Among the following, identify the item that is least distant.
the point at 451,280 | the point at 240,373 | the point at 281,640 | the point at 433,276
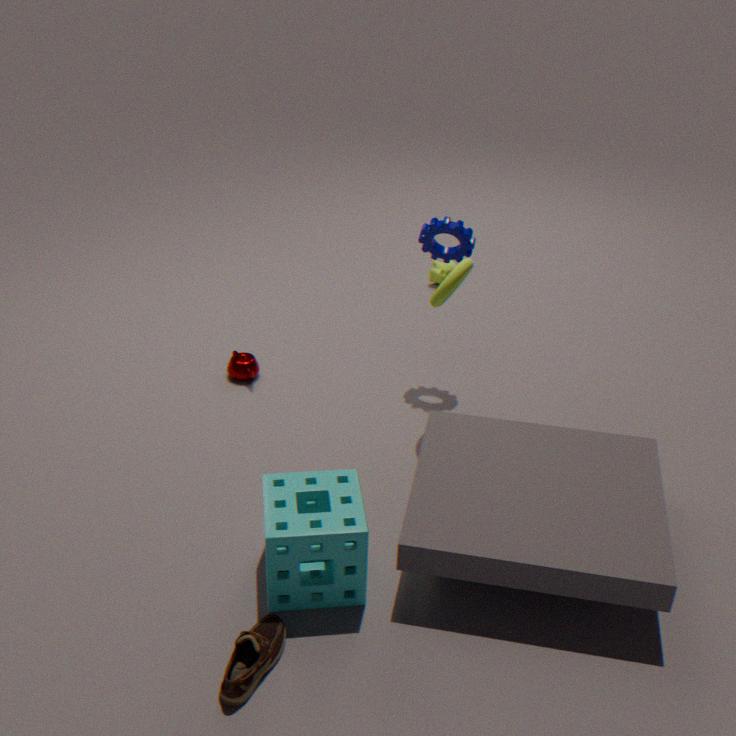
the point at 281,640
